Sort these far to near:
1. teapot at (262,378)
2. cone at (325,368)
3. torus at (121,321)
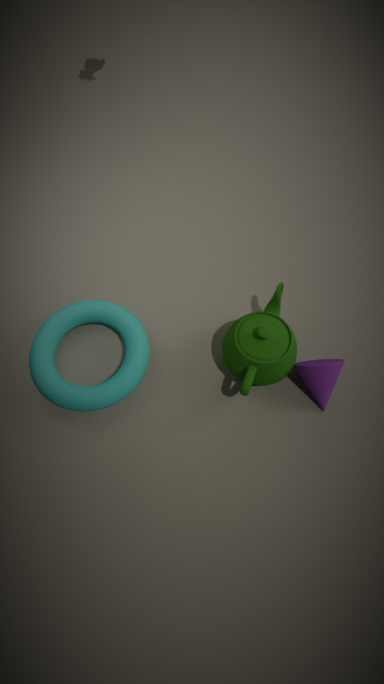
1. torus at (121,321)
2. cone at (325,368)
3. teapot at (262,378)
